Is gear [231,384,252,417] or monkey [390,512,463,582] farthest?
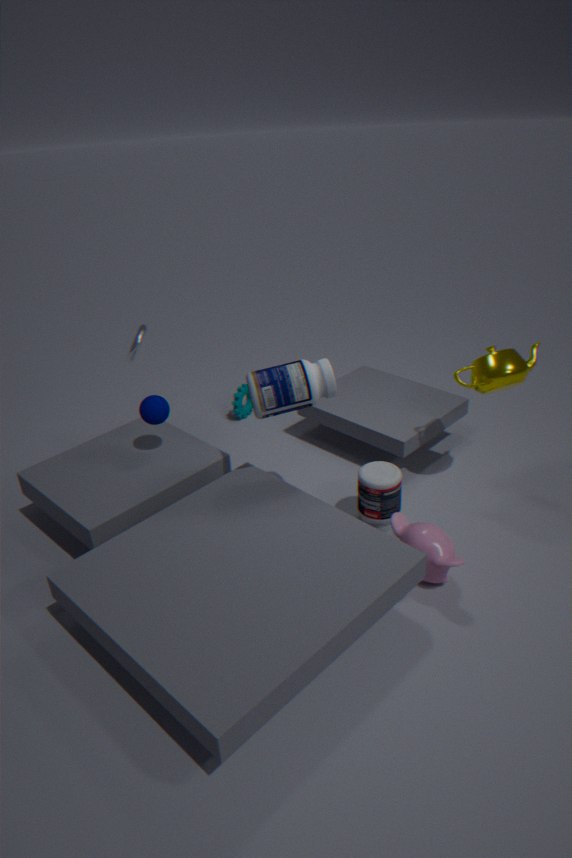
gear [231,384,252,417]
